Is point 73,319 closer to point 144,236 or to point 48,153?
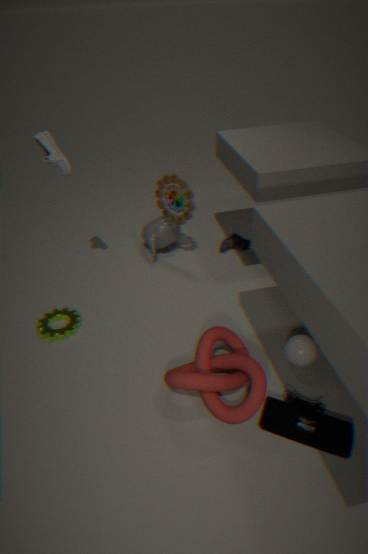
point 48,153
